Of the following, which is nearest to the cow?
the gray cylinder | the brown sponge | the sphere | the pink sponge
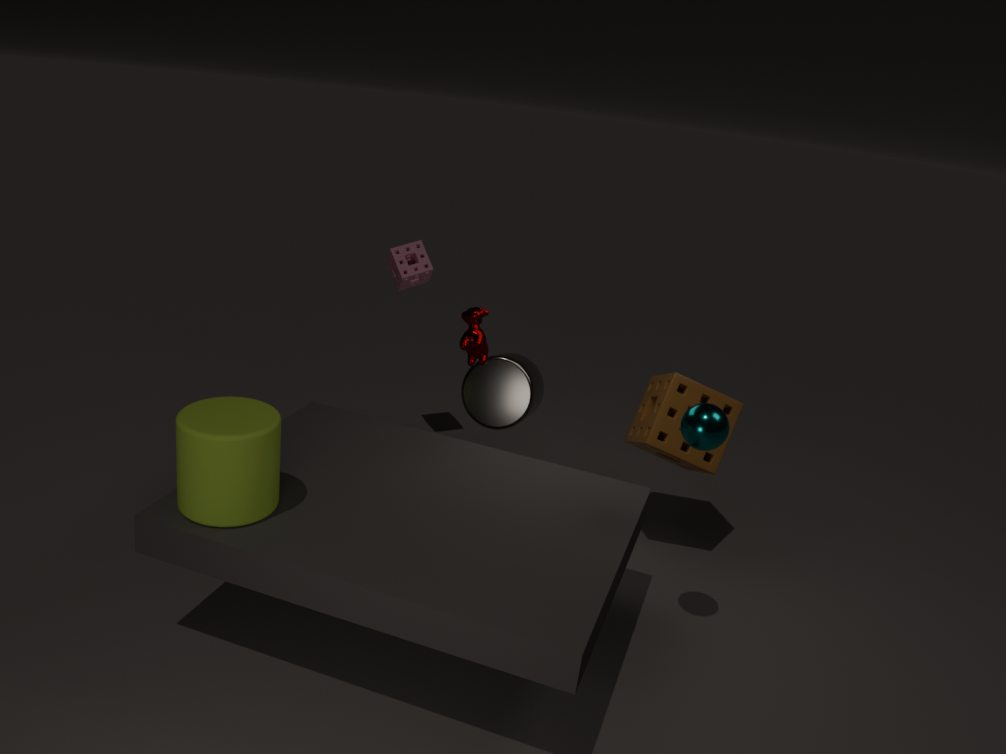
Result: the gray cylinder
